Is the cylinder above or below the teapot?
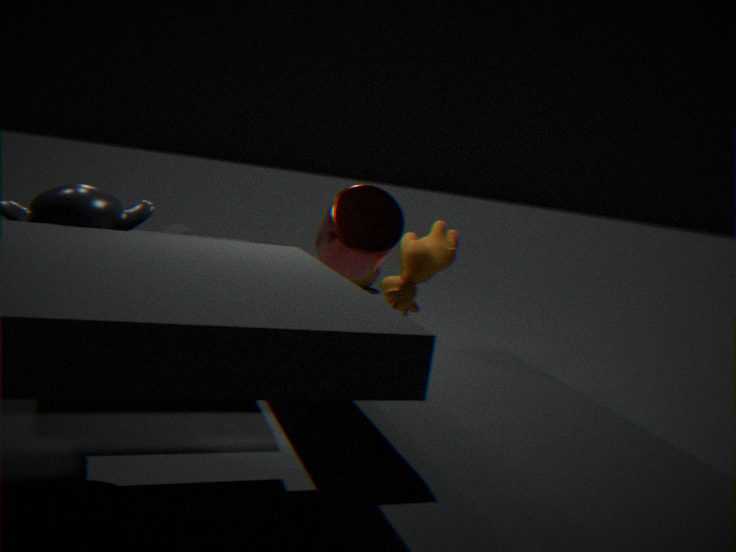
above
